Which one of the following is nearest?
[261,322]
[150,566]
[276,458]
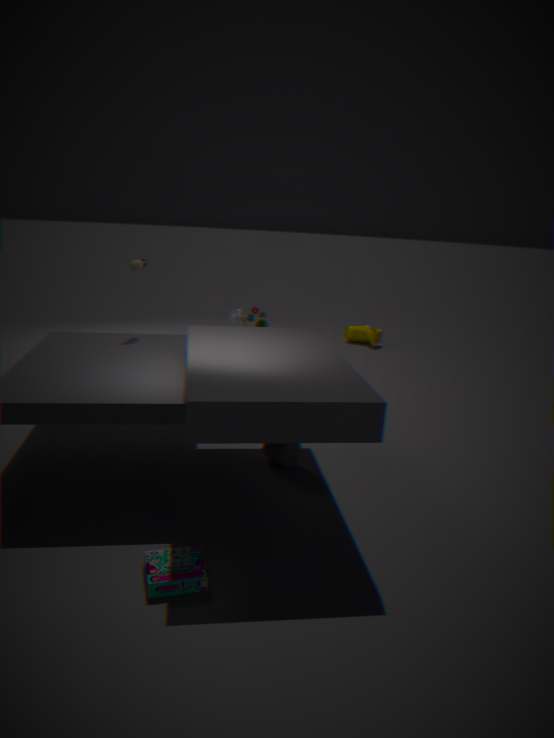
[150,566]
